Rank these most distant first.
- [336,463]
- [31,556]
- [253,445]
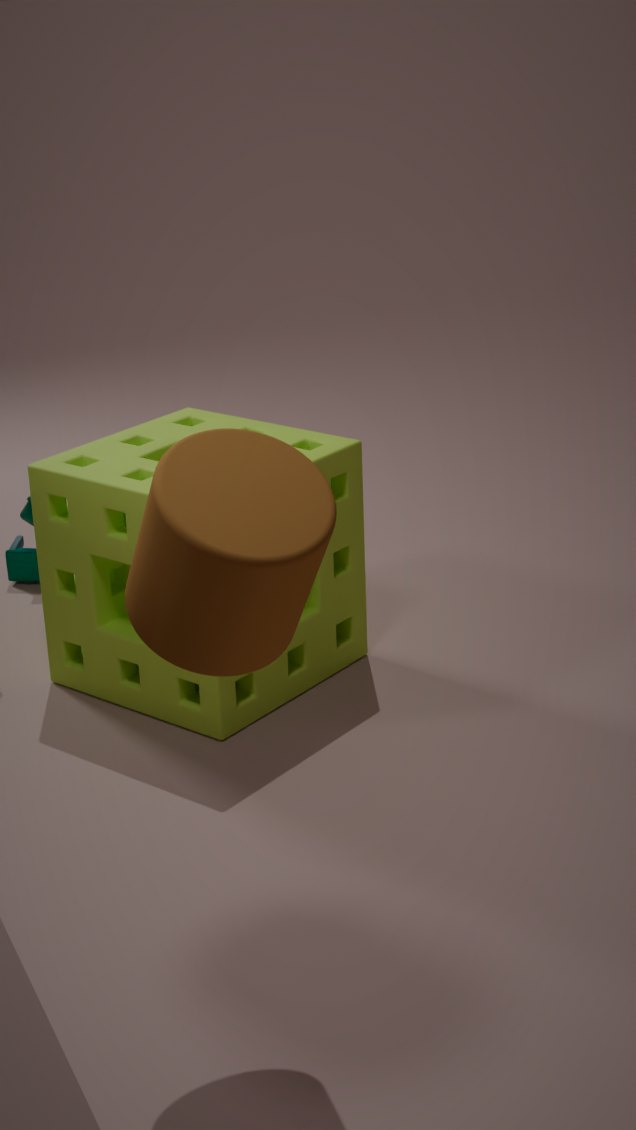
1. [31,556]
2. [336,463]
3. [253,445]
